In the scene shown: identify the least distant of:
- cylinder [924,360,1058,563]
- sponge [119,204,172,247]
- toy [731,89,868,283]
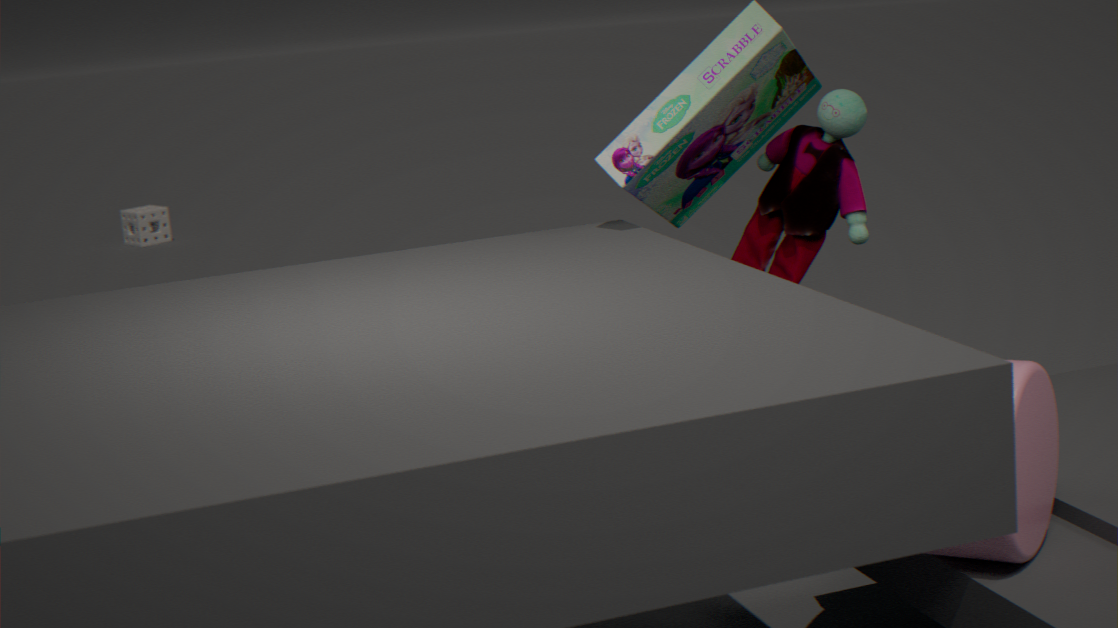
cylinder [924,360,1058,563]
